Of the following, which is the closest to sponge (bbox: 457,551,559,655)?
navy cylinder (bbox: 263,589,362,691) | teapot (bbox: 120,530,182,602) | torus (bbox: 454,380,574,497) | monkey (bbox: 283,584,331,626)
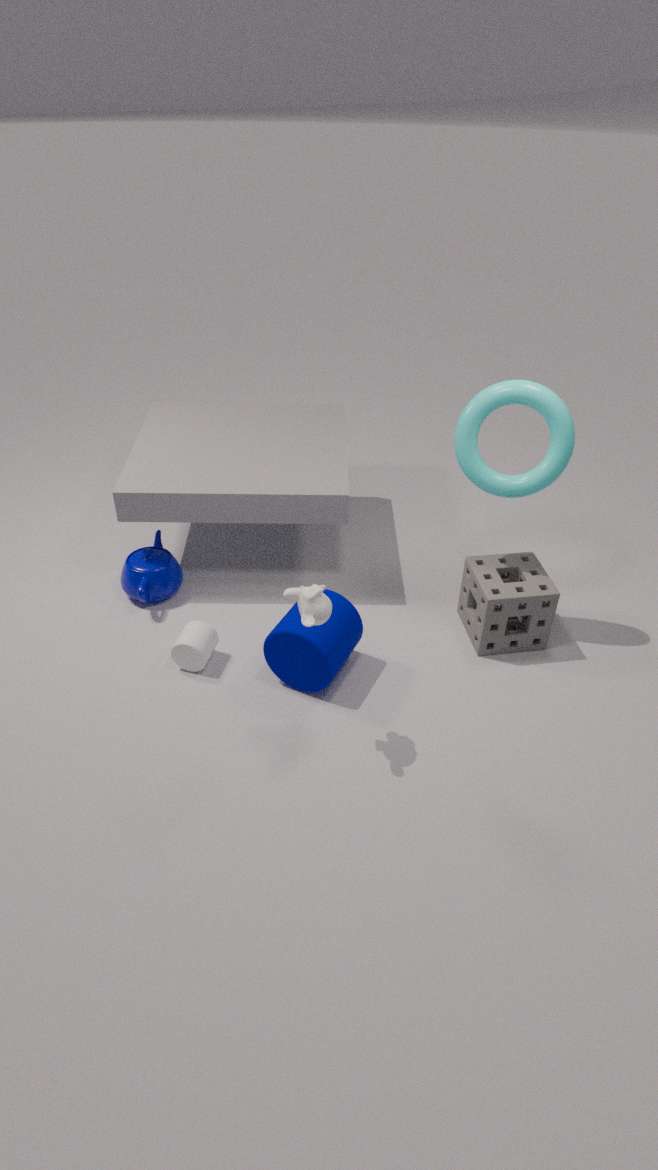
torus (bbox: 454,380,574,497)
